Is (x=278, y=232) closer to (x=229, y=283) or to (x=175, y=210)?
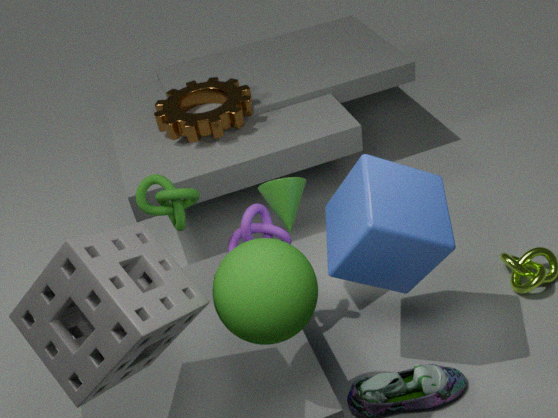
(x=175, y=210)
